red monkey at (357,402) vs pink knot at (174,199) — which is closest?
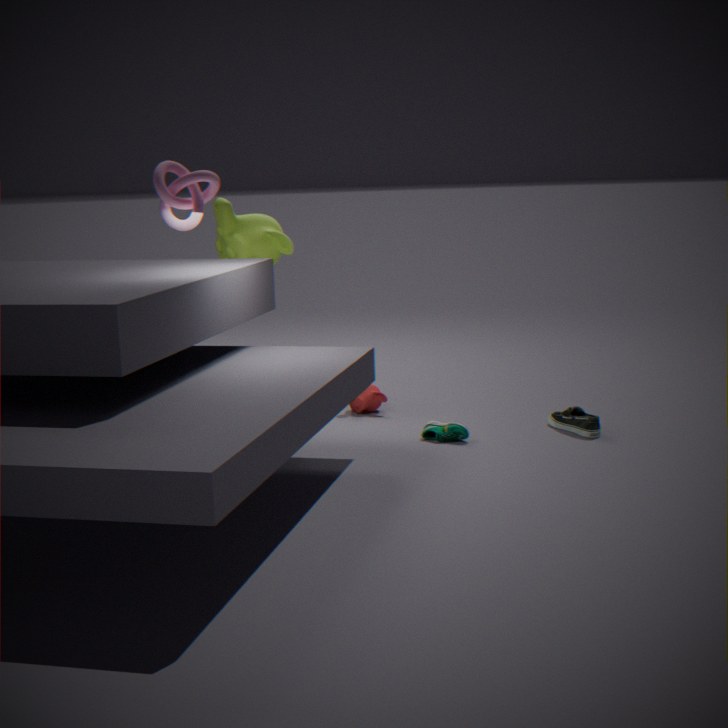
pink knot at (174,199)
